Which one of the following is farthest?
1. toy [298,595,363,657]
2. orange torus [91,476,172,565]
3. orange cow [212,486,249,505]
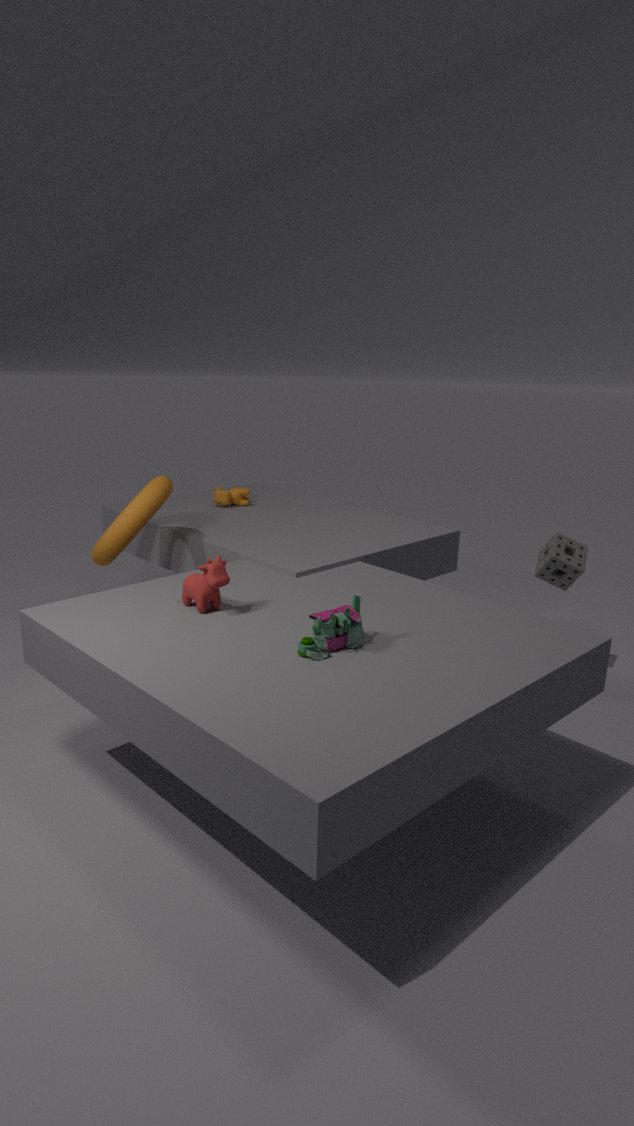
orange cow [212,486,249,505]
